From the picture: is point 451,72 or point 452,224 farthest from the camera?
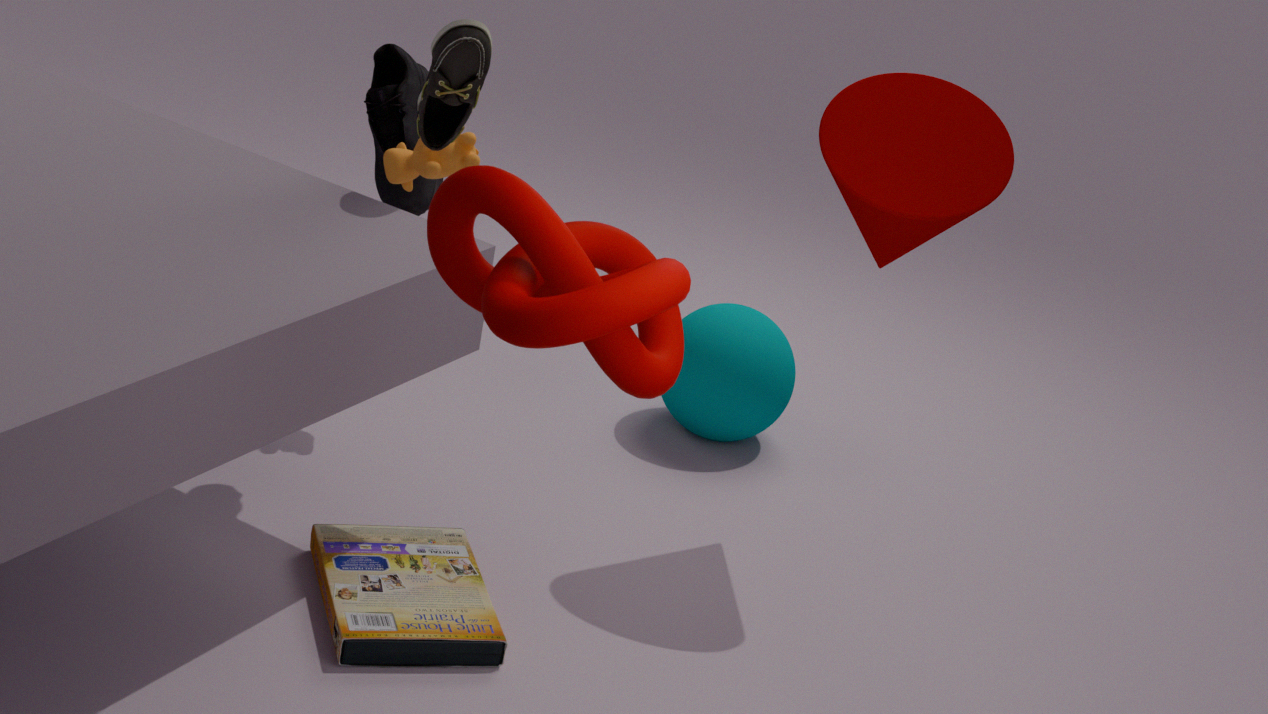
point 451,72
